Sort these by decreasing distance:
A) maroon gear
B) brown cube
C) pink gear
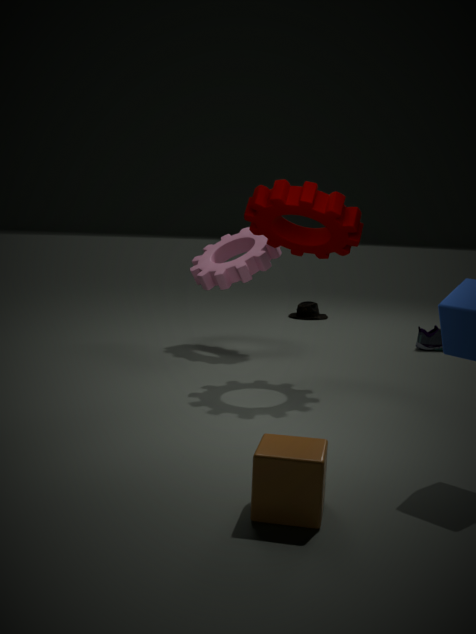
1. pink gear
2. maroon gear
3. brown cube
